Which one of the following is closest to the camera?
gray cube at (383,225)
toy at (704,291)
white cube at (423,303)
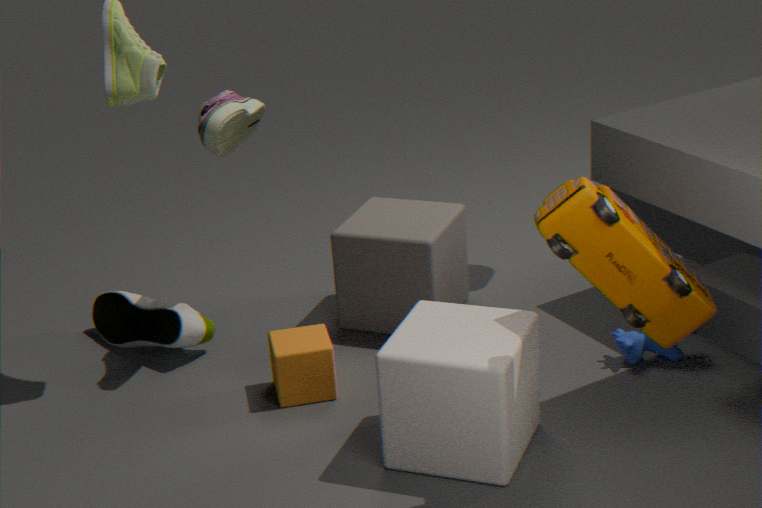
toy at (704,291)
